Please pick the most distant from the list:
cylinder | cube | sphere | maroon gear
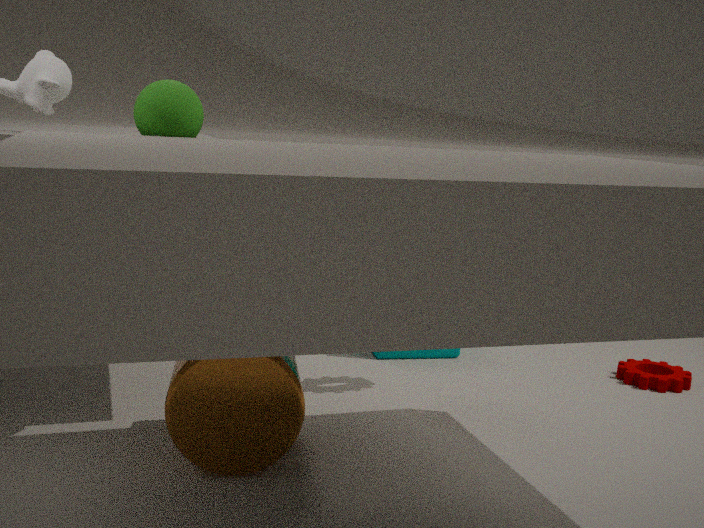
cube
